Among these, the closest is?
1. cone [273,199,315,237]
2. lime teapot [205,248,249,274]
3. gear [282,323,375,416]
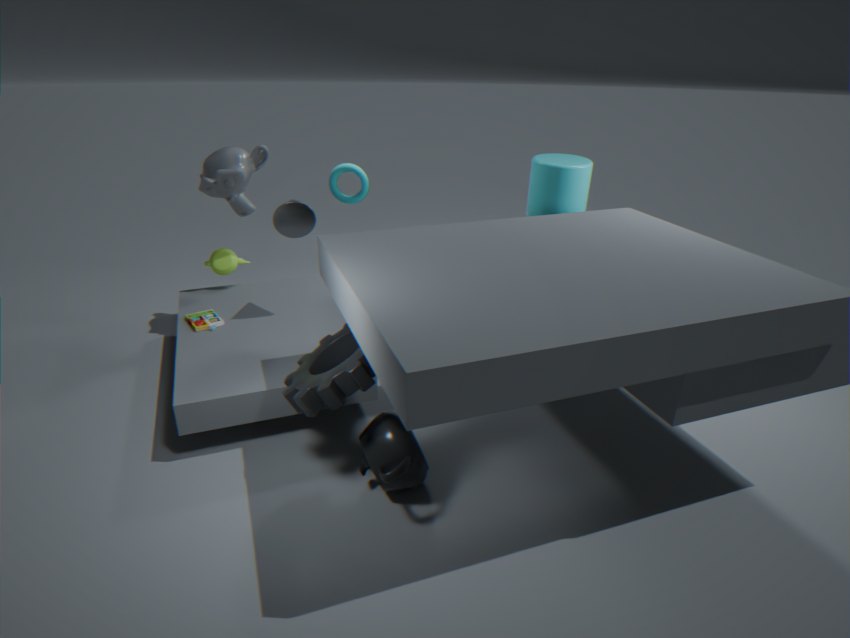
gear [282,323,375,416]
